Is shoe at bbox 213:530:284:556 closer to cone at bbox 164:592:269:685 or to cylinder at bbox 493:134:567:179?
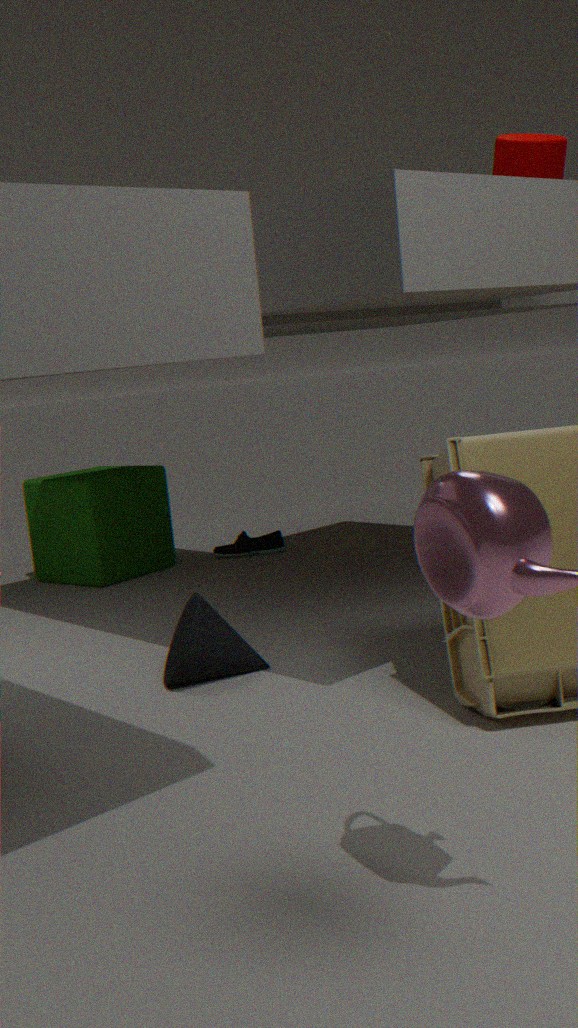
cone at bbox 164:592:269:685
